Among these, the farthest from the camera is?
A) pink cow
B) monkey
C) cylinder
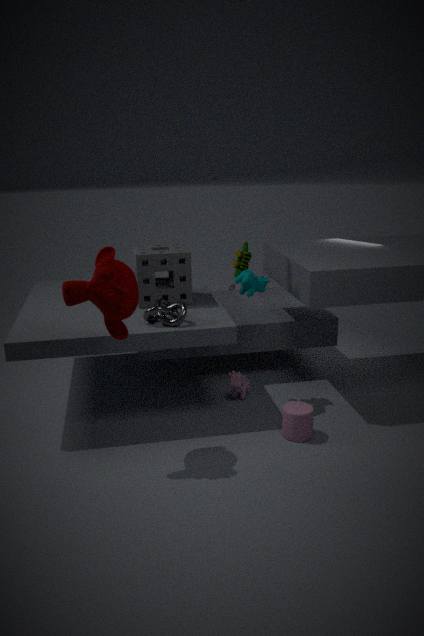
pink cow
